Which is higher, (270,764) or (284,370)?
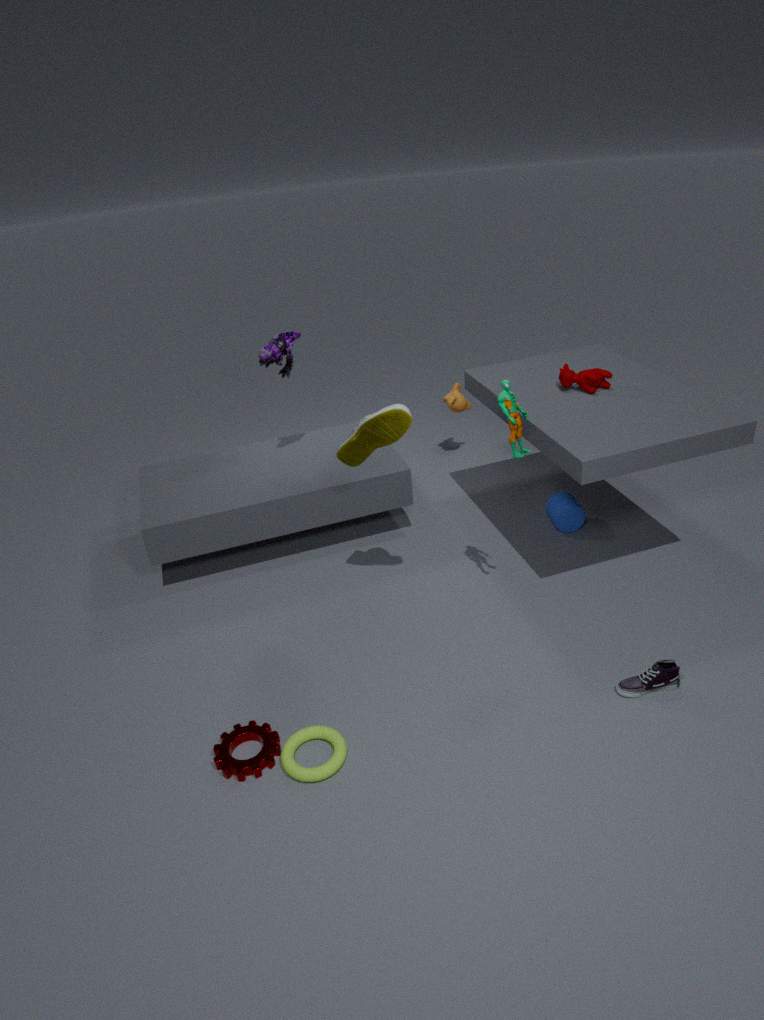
(284,370)
